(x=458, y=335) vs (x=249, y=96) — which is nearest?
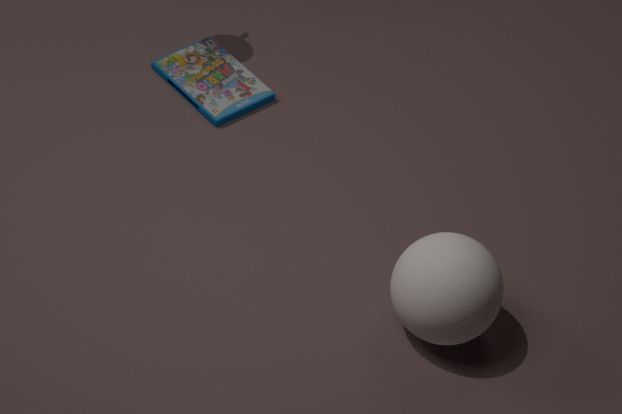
(x=458, y=335)
